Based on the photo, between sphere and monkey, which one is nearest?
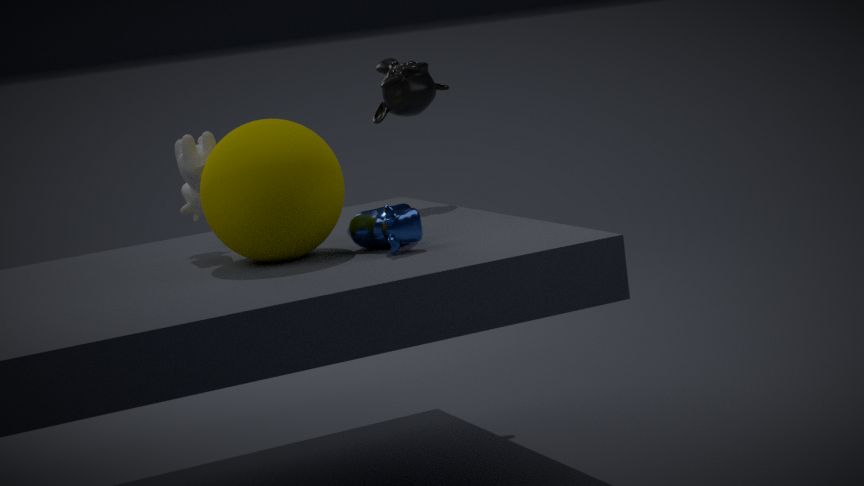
sphere
